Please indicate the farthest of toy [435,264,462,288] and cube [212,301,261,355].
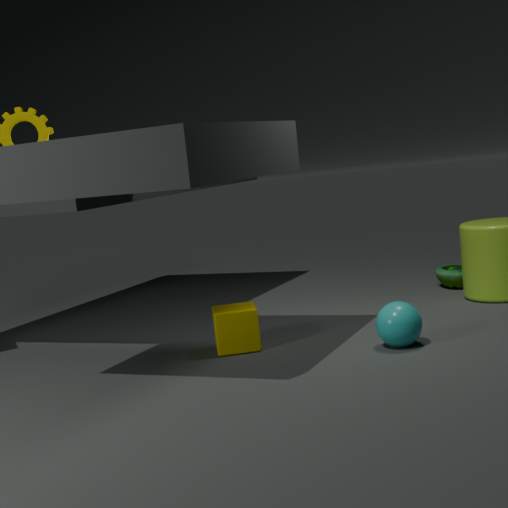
toy [435,264,462,288]
